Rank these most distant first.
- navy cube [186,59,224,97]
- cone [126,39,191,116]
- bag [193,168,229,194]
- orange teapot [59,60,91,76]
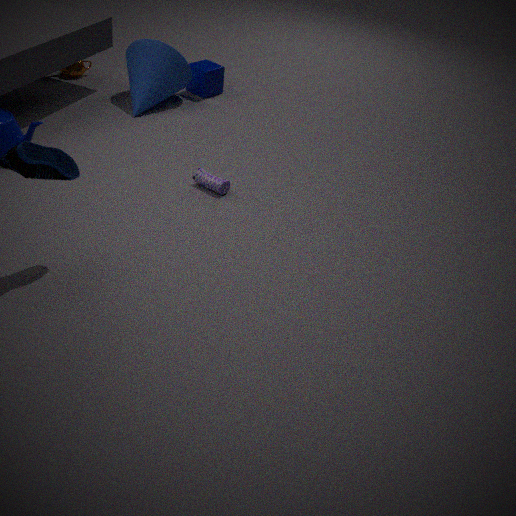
1. orange teapot [59,60,91,76]
2. navy cube [186,59,224,97]
3. cone [126,39,191,116]
4. bag [193,168,229,194]
